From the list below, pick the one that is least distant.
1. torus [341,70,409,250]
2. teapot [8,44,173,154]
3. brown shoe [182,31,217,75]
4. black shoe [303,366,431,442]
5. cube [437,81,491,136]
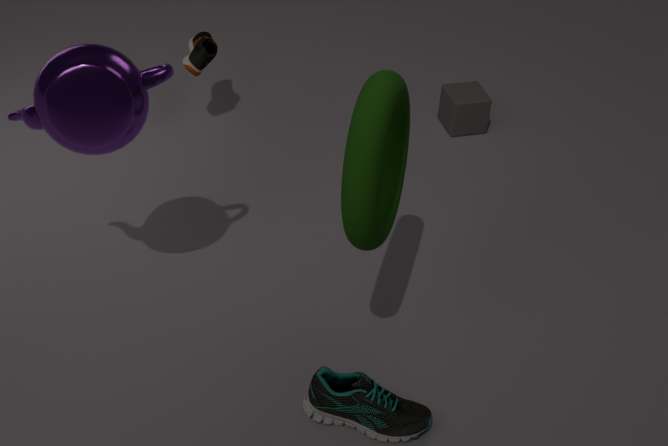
torus [341,70,409,250]
